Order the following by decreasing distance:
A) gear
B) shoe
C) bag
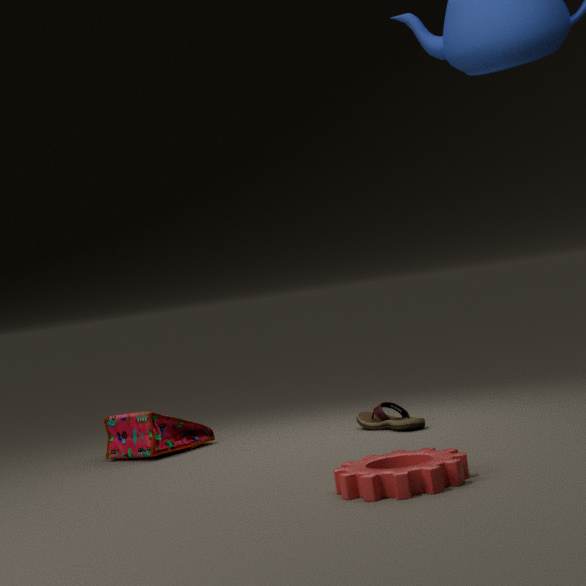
bag < shoe < gear
